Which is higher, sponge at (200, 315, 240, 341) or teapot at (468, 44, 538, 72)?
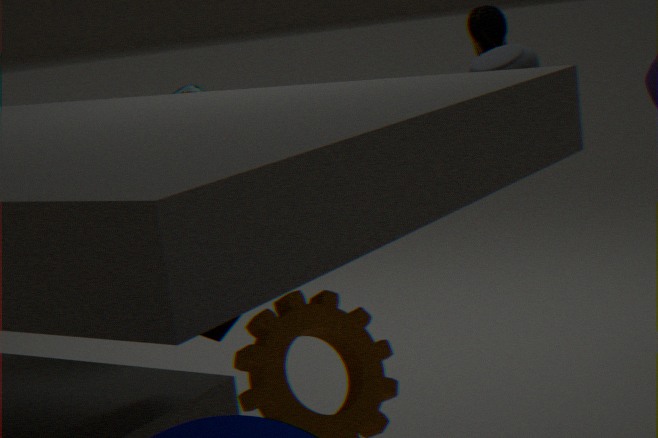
teapot at (468, 44, 538, 72)
